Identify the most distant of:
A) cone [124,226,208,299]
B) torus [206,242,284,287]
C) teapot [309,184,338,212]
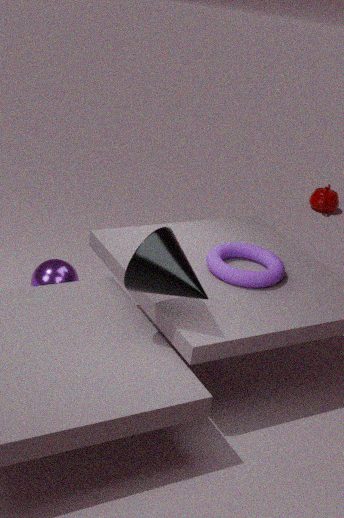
teapot [309,184,338,212]
